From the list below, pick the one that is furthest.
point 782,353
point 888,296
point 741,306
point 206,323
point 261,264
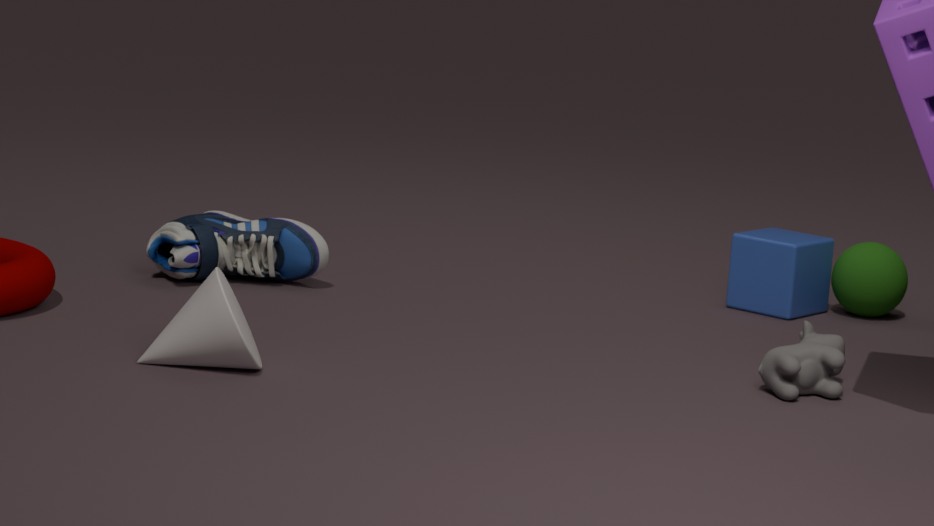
point 741,306
